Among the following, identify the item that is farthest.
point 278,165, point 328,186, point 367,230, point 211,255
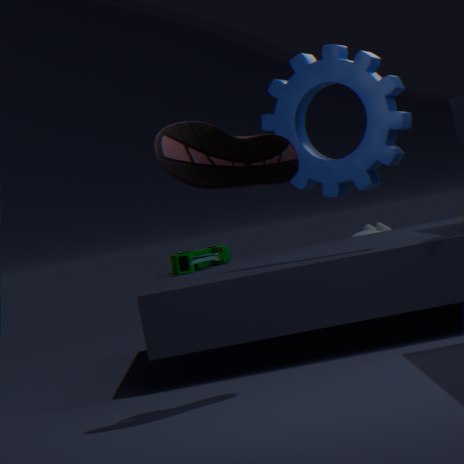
point 367,230
